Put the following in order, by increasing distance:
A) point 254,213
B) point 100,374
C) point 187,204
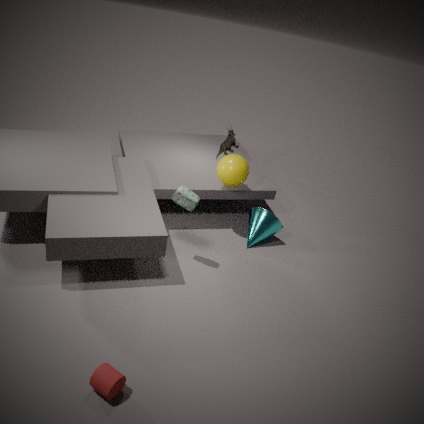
point 100,374, point 187,204, point 254,213
